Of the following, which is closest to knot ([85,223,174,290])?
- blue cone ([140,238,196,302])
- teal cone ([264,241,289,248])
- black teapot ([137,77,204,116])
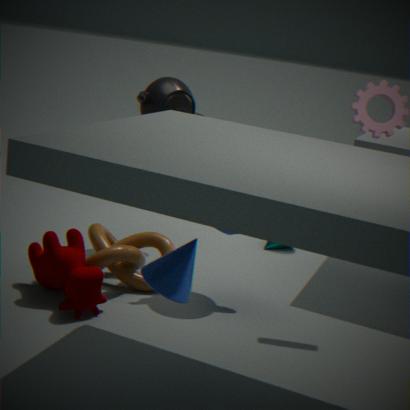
black teapot ([137,77,204,116])
